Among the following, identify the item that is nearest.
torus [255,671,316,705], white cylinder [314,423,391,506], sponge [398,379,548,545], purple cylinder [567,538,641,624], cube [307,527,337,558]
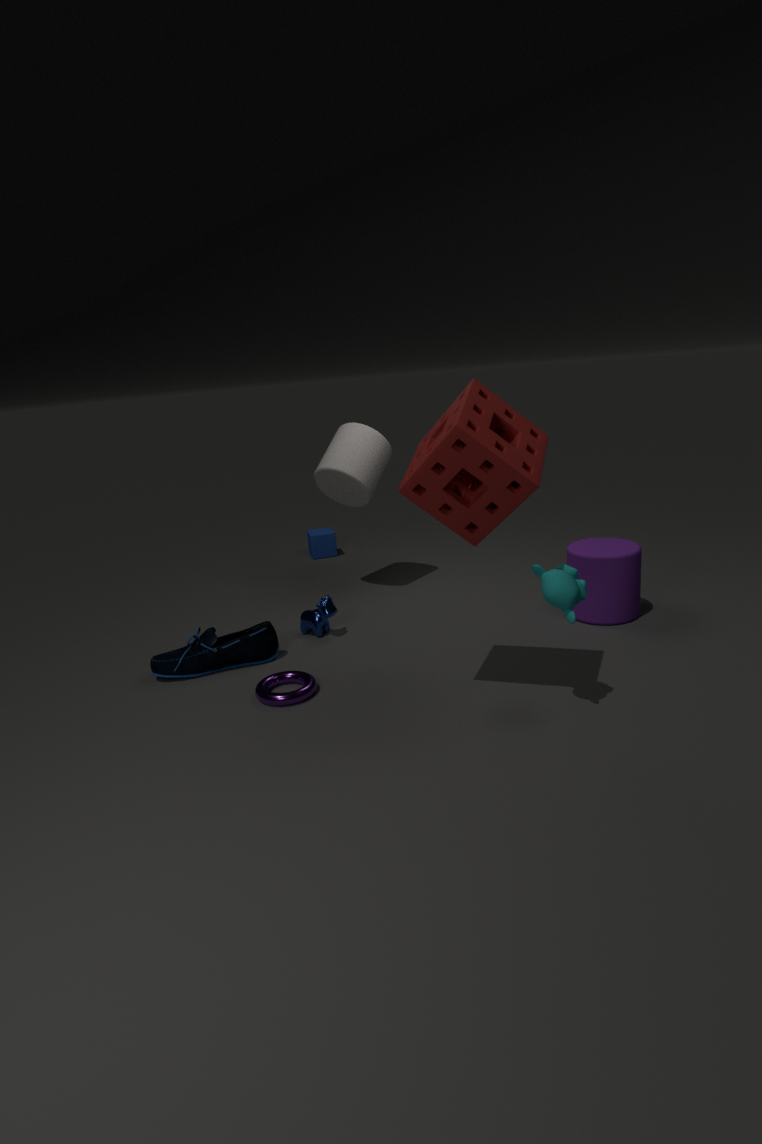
sponge [398,379,548,545]
